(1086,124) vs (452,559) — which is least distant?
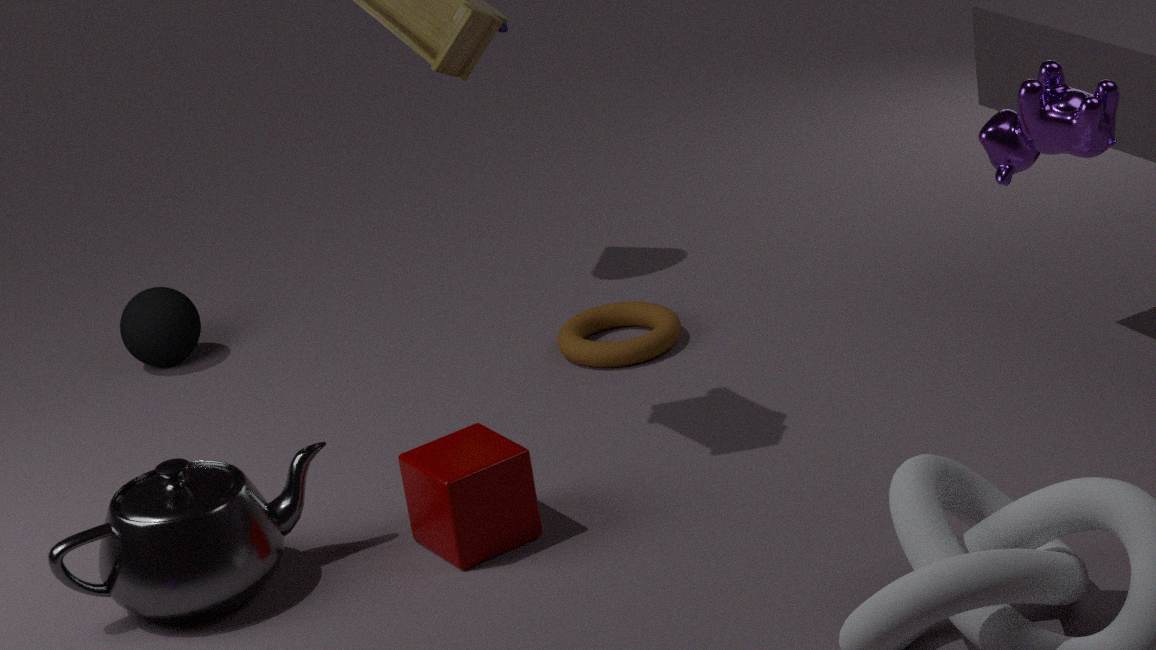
(1086,124)
